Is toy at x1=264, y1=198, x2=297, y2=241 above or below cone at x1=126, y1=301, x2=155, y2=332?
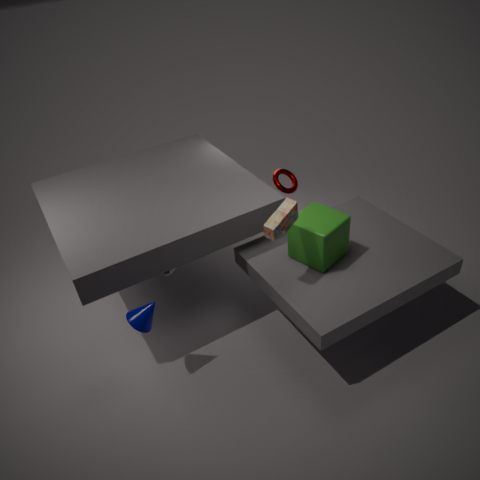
above
